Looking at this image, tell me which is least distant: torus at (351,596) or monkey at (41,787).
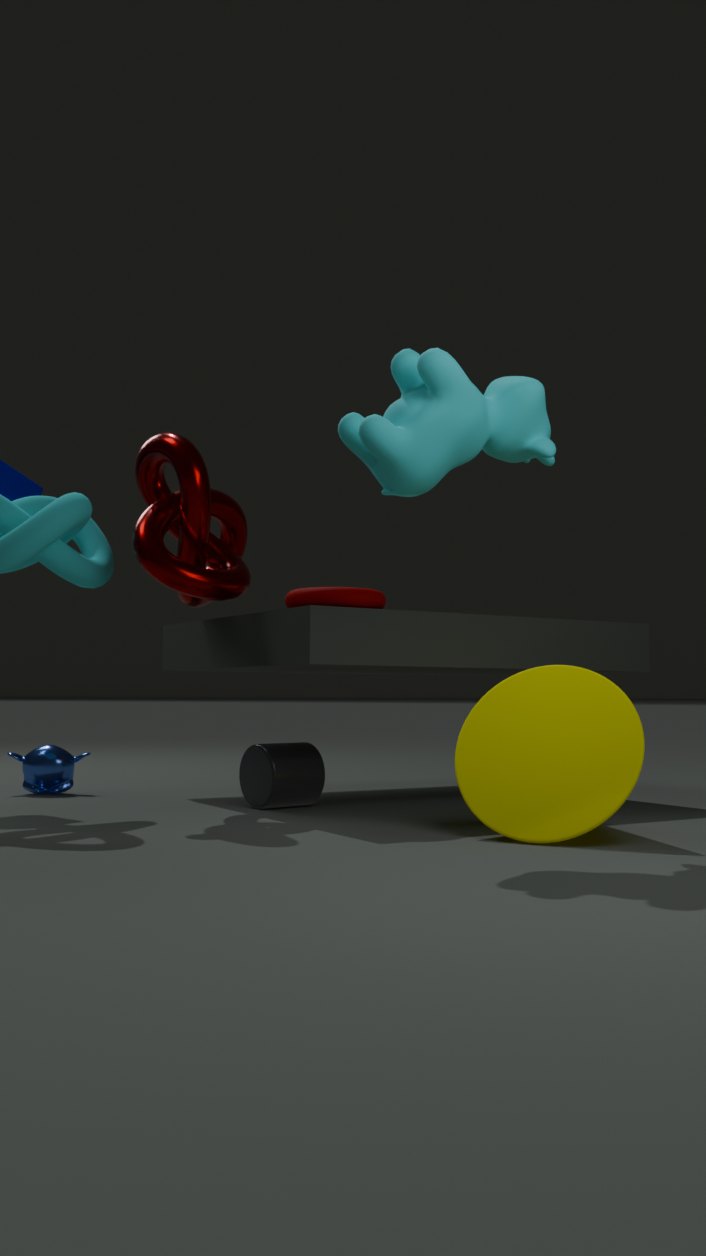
torus at (351,596)
